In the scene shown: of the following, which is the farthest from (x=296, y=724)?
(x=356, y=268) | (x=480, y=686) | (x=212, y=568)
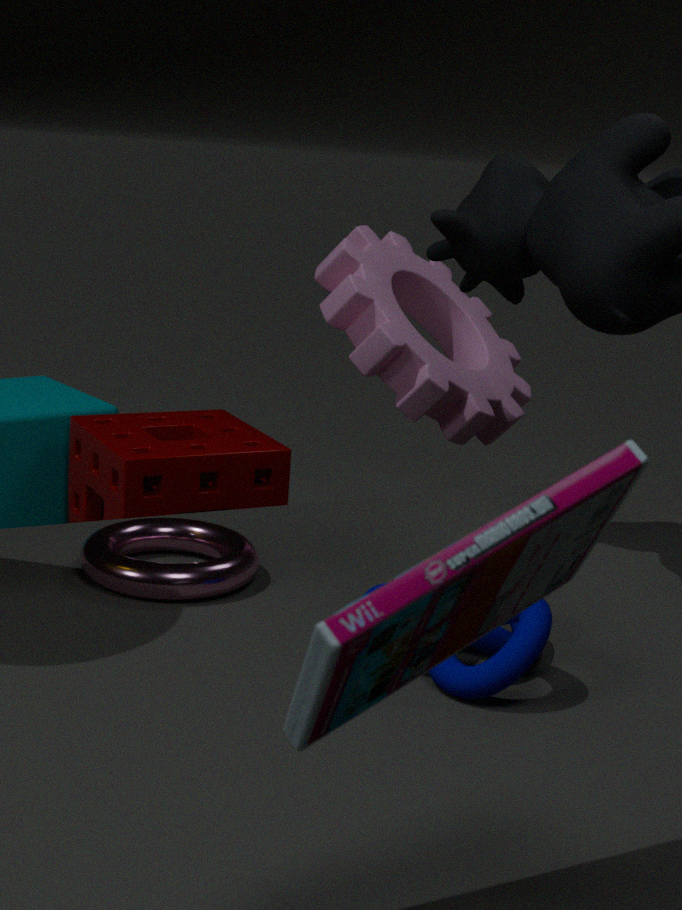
(x=356, y=268)
